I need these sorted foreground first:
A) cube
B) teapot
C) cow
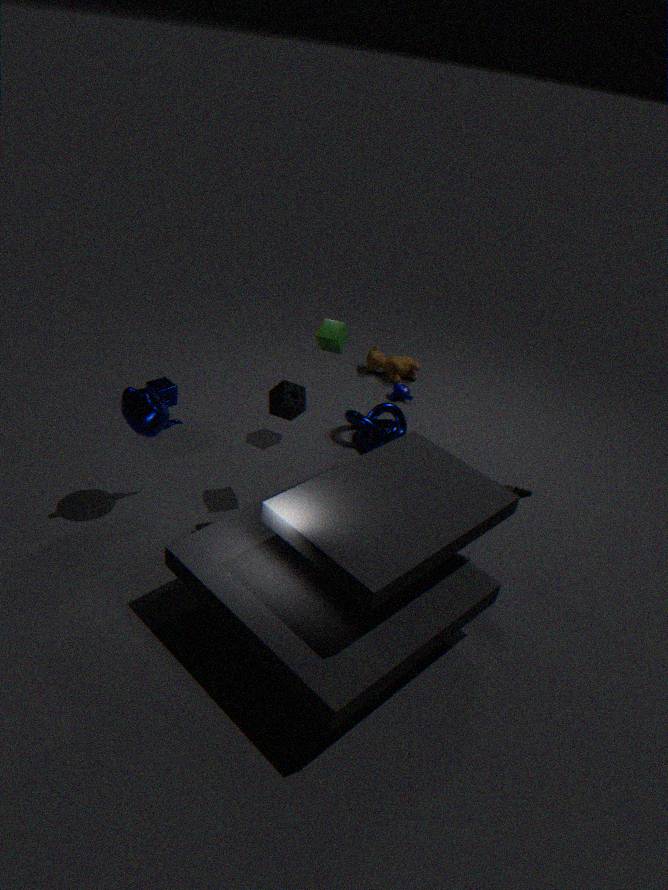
teapot → cube → cow
